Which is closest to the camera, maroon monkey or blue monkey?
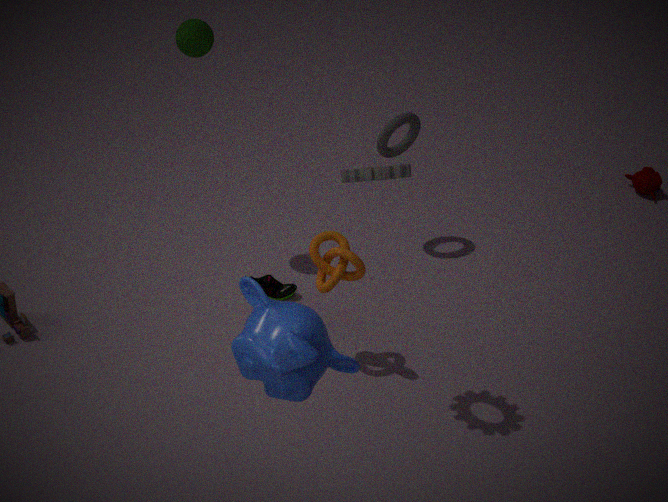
blue monkey
